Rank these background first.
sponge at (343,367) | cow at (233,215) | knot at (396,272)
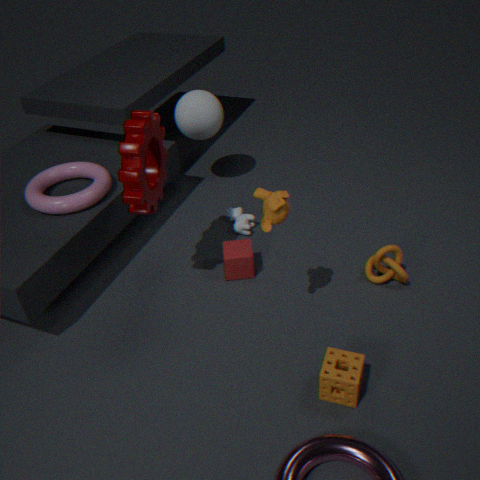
cow at (233,215), knot at (396,272), sponge at (343,367)
